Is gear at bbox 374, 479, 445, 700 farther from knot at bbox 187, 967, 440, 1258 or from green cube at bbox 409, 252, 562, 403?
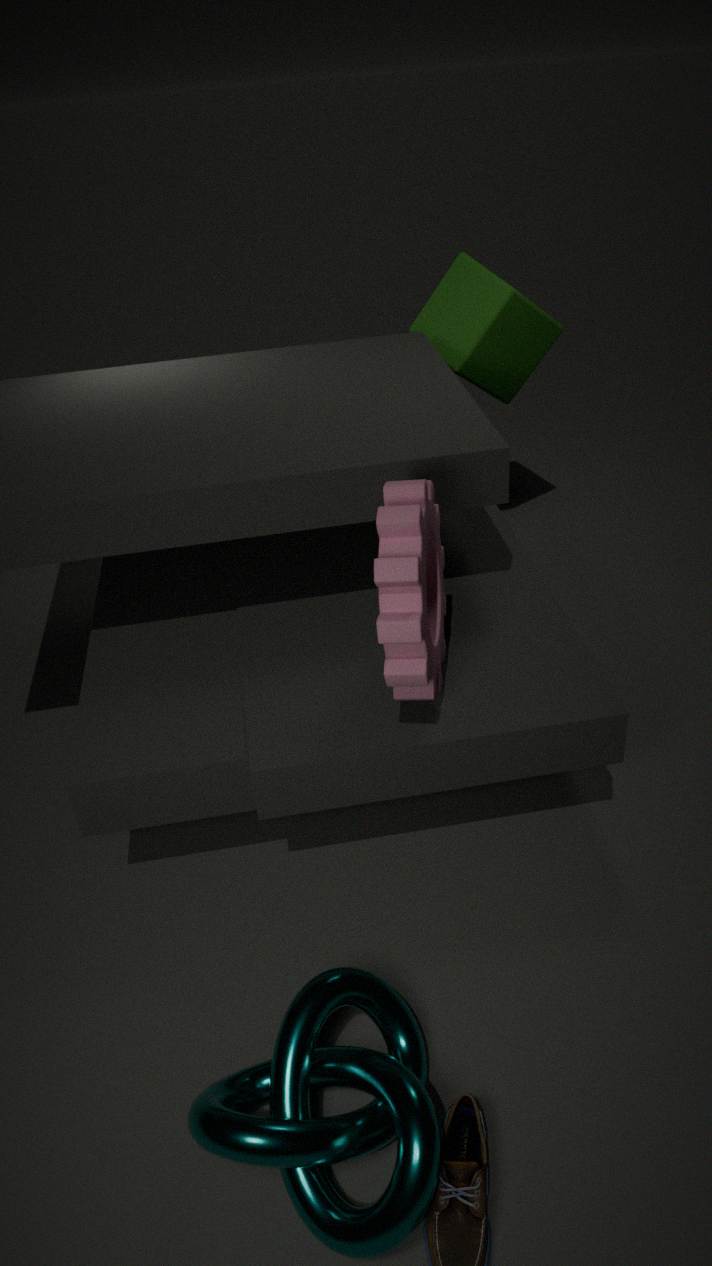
green cube at bbox 409, 252, 562, 403
